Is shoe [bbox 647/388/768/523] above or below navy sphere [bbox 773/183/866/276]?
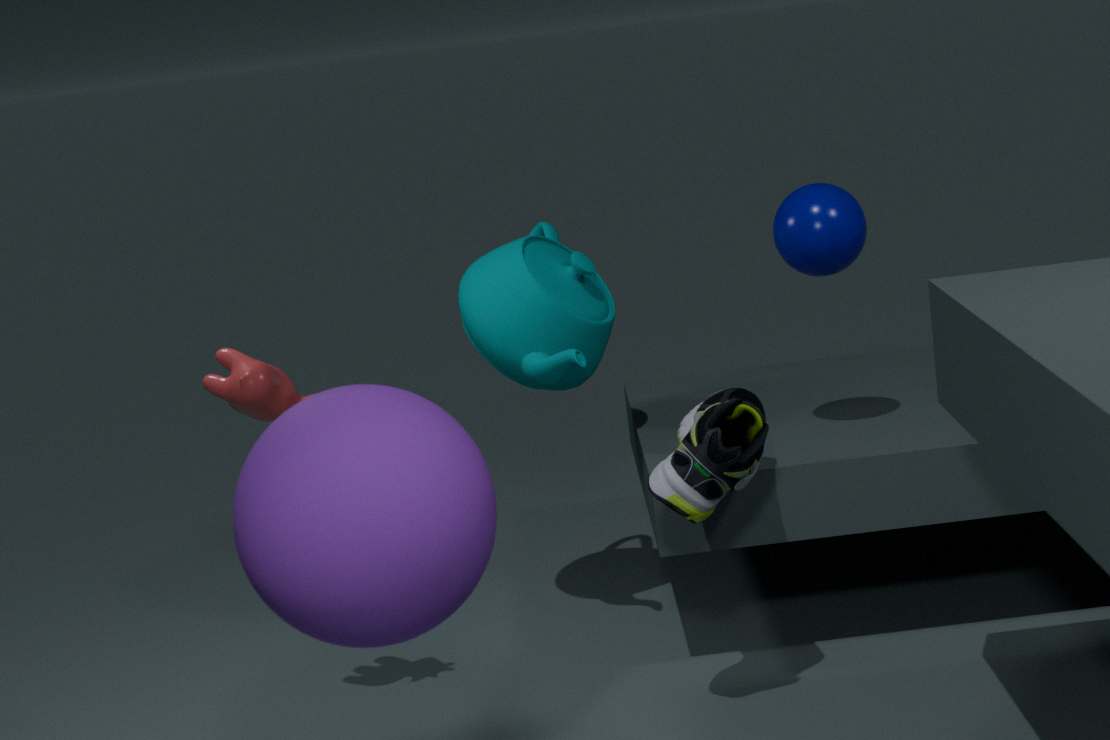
below
